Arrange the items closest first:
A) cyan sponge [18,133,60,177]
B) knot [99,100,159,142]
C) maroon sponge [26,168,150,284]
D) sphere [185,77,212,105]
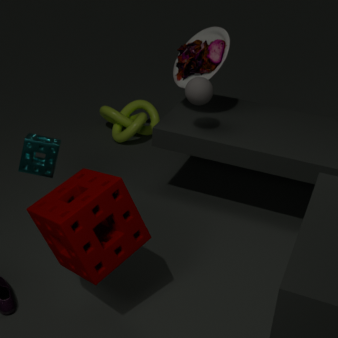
maroon sponge [26,168,150,284] → cyan sponge [18,133,60,177] → sphere [185,77,212,105] → knot [99,100,159,142]
